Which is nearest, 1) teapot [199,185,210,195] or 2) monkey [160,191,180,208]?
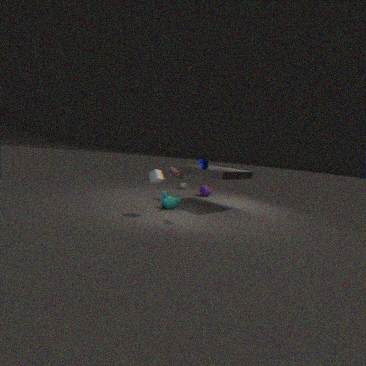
2. monkey [160,191,180,208]
